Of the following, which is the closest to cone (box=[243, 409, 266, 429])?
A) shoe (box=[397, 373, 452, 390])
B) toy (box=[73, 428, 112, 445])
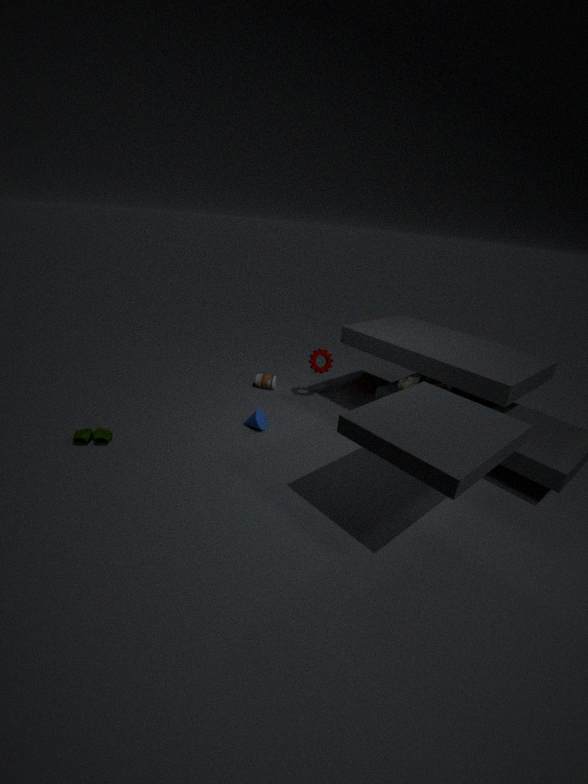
toy (box=[73, 428, 112, 445])
